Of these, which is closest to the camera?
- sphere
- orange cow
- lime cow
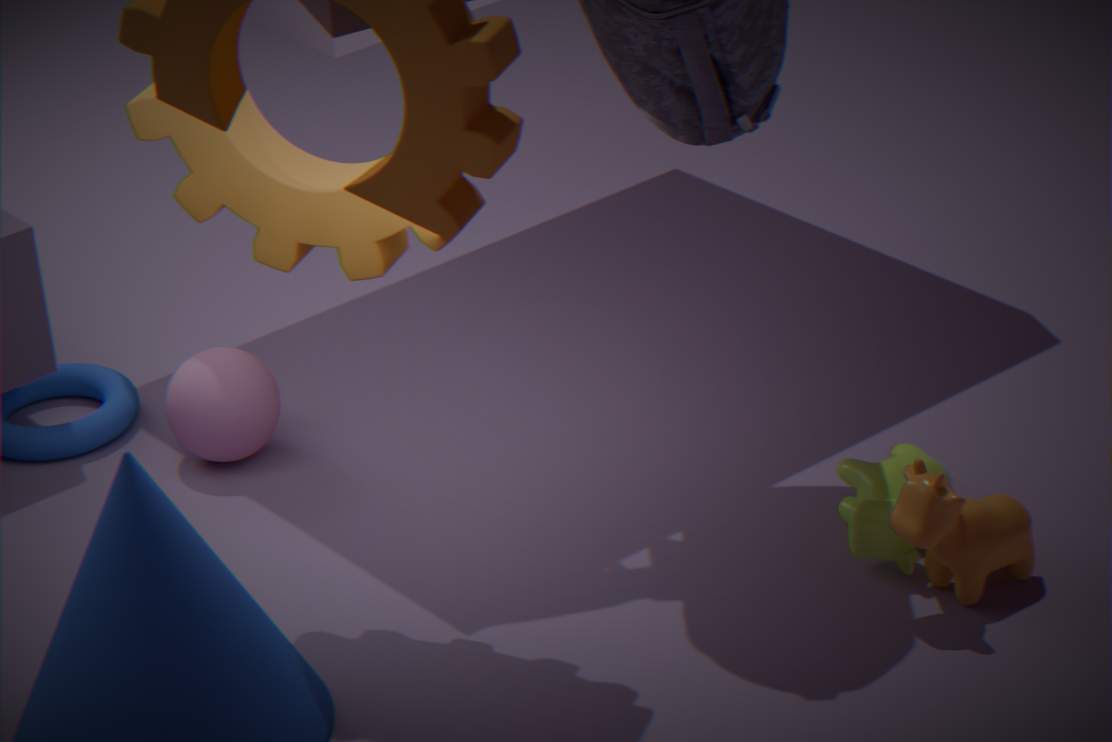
orange cow
